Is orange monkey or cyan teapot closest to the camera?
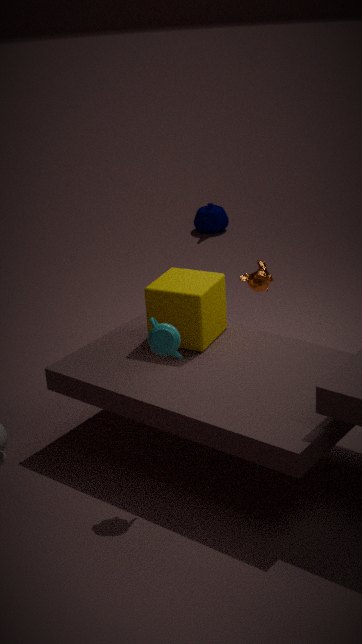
cyan teapot
